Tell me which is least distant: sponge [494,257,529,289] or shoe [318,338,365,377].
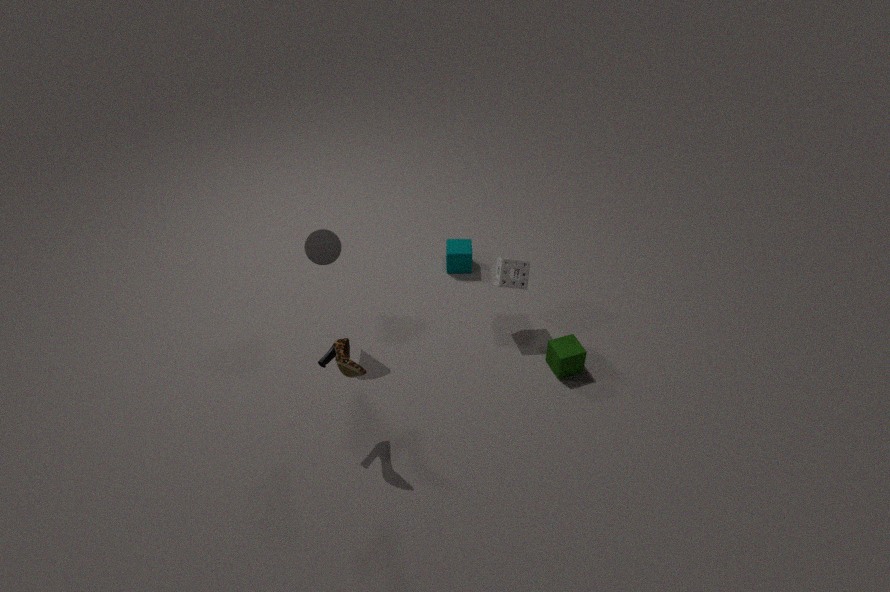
shoe [318,338,365,377]
